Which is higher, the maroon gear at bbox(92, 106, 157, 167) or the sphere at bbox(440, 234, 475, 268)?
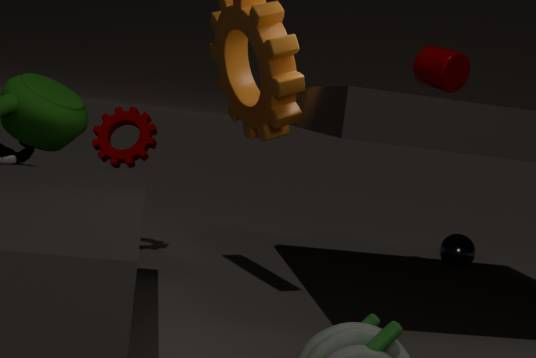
the maroon gear at bbox(92, 106, 157, 167)
